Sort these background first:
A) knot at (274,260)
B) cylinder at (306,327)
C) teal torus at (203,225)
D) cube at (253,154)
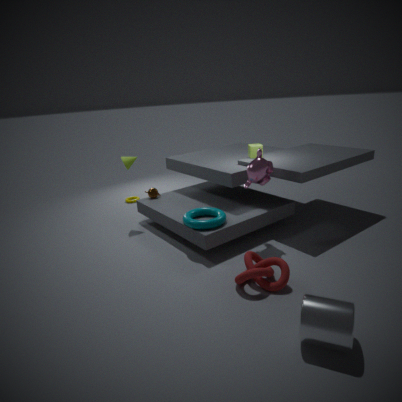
1. cube at (253,154)
2. teal torus at (203,225)
3. knot at (274,260)
4. cylinder at (306,327)
